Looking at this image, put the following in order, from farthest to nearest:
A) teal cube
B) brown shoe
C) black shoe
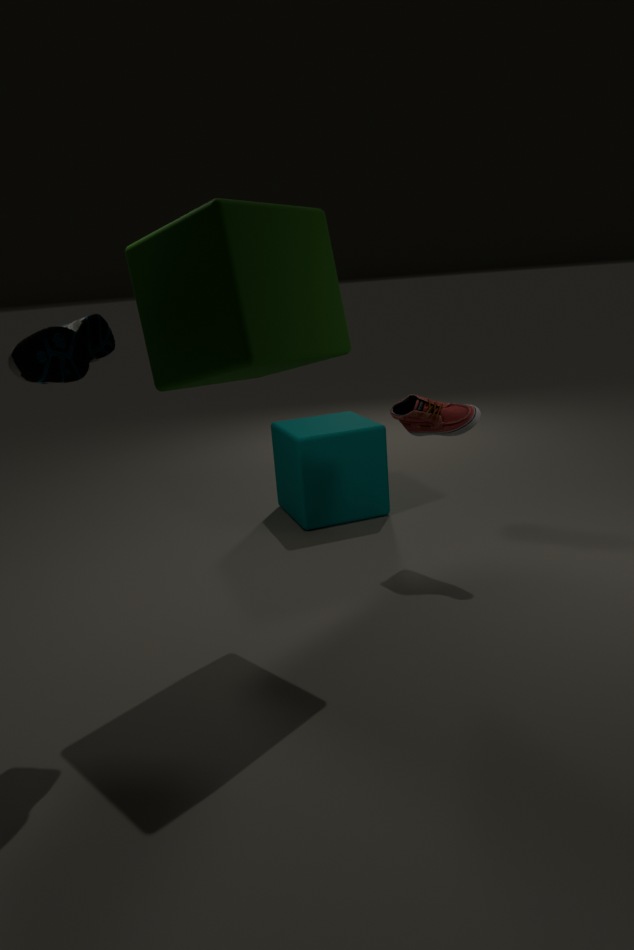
teal cube → brown shoe → black shoe
